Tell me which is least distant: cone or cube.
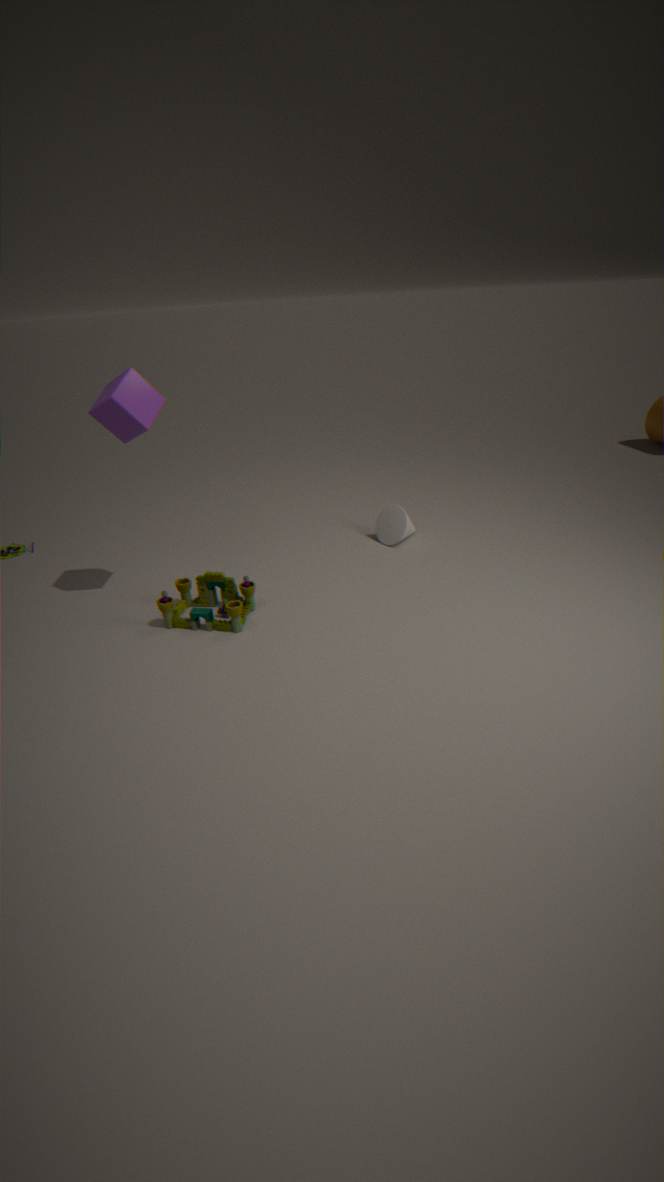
cube
